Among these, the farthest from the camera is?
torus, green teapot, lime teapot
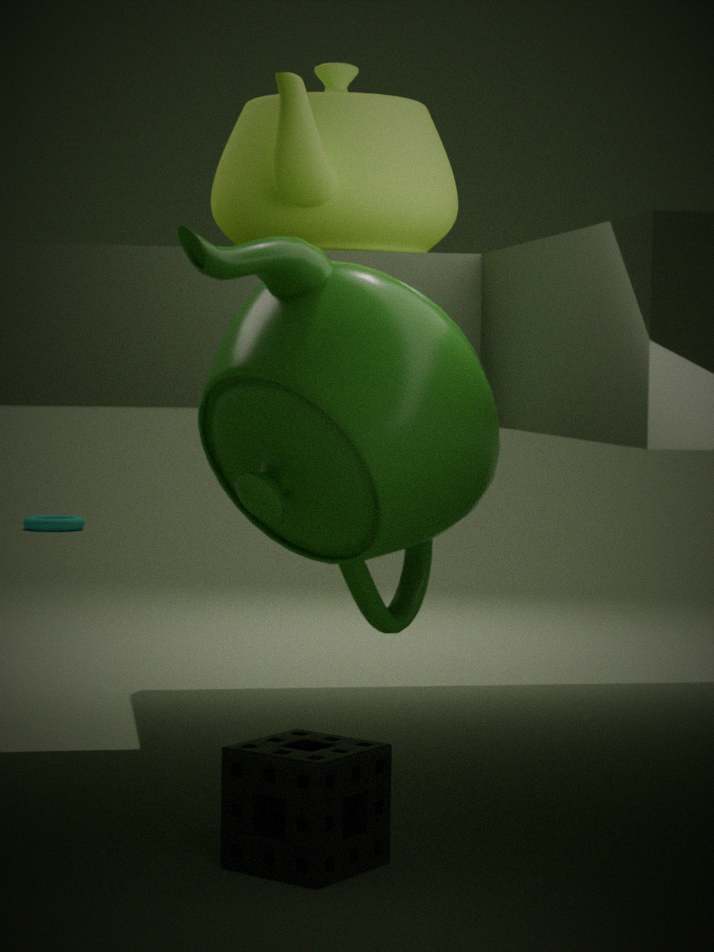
torus
